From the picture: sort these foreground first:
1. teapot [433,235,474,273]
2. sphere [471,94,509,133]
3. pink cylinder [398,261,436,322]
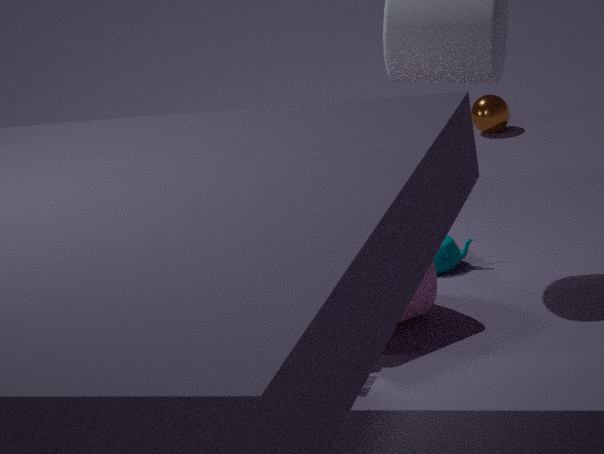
pink cylinder [398,261,436,322] → teapot [433,235,474,273] → sphere [471,94,509,133]
